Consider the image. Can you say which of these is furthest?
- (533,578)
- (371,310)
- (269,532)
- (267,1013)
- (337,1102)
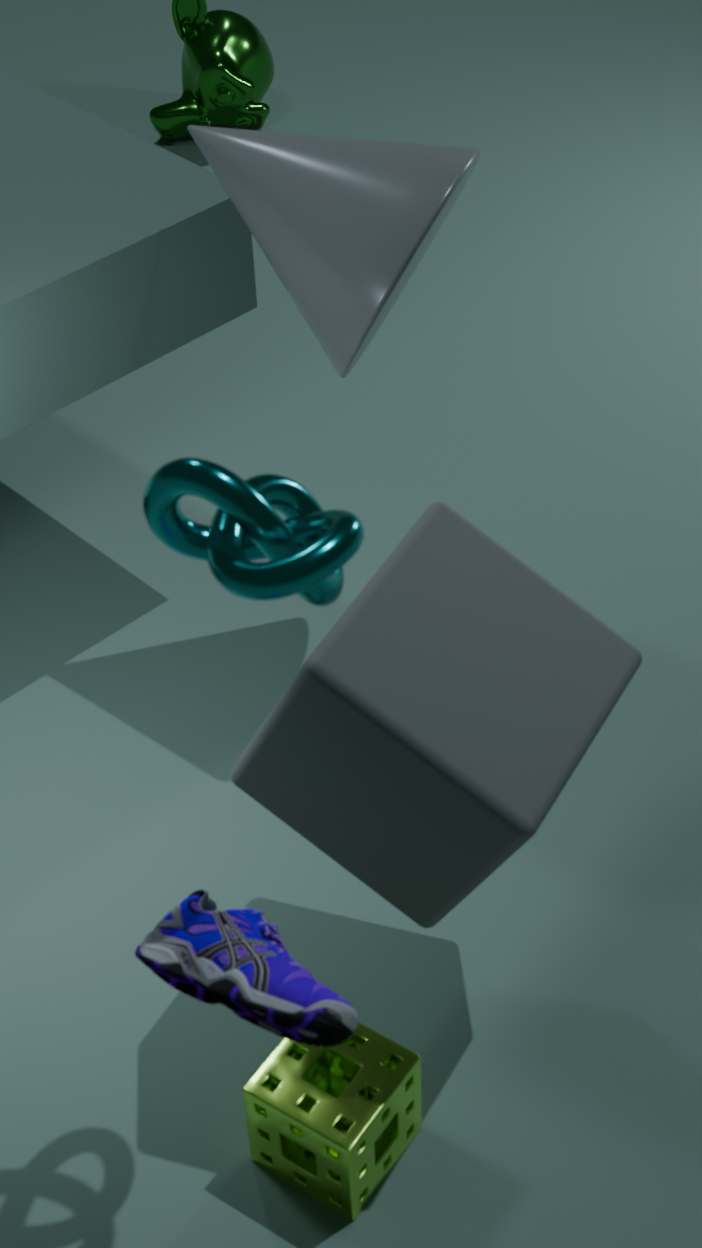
(371,310)
